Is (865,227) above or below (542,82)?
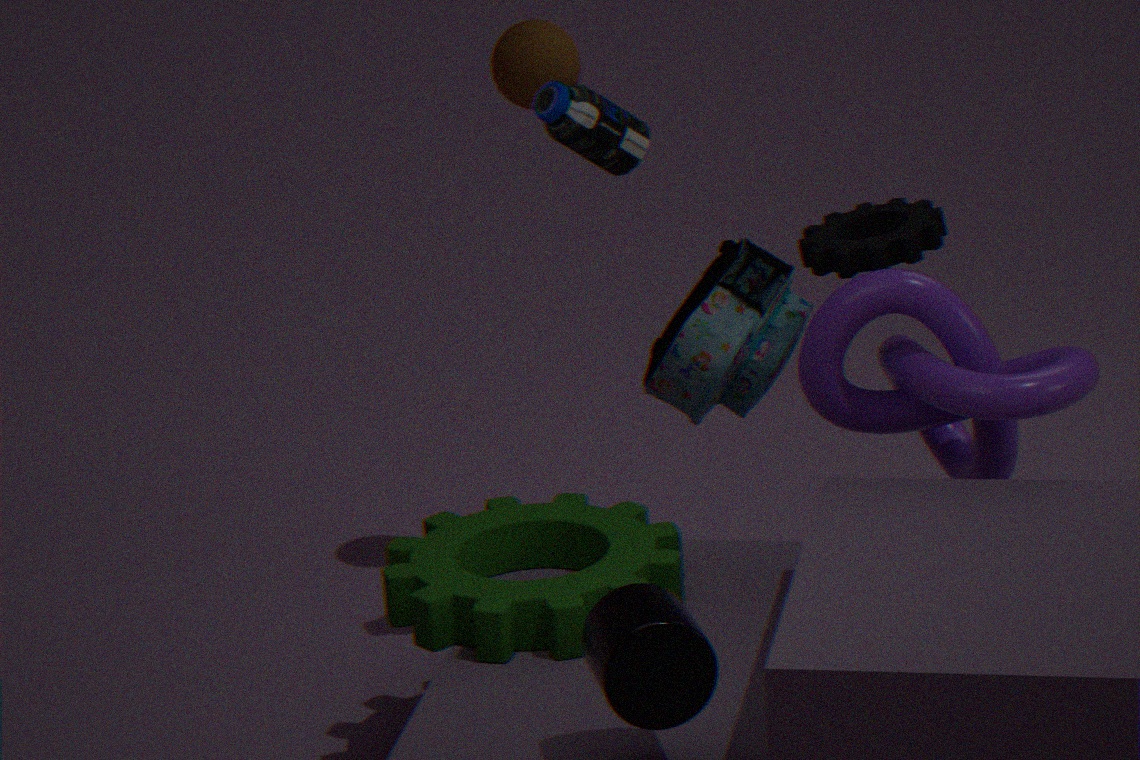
below
